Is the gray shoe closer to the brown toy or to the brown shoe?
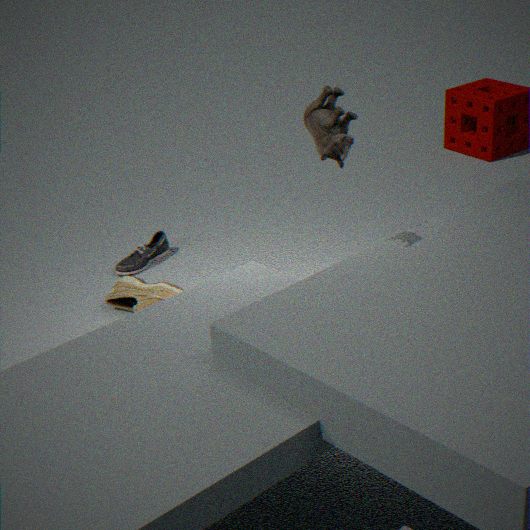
the brown shoe
